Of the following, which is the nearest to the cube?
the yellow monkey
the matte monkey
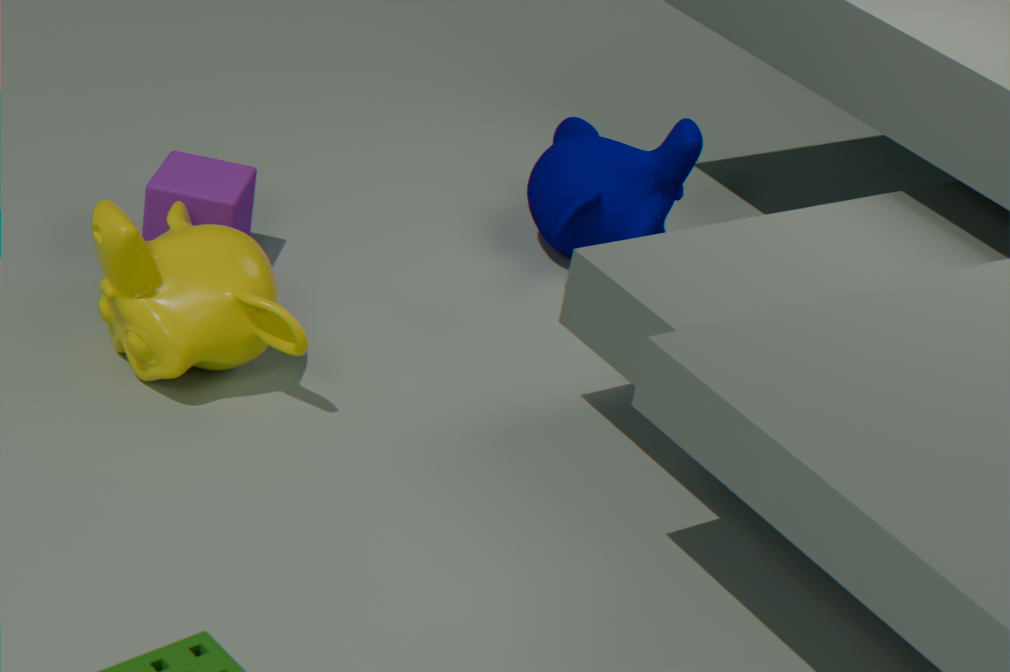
the yellow monkey
